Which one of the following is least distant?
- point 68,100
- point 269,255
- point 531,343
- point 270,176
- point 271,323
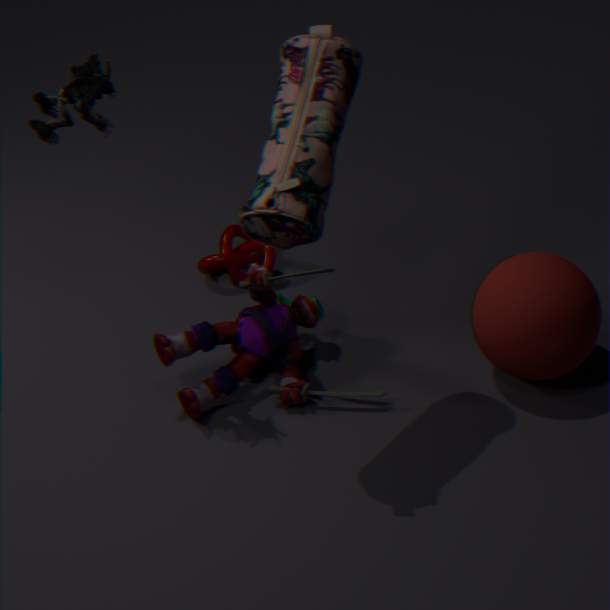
point 270,176
